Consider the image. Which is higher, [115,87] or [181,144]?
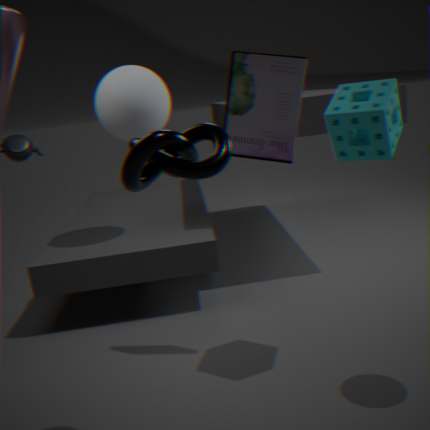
[115,87]
